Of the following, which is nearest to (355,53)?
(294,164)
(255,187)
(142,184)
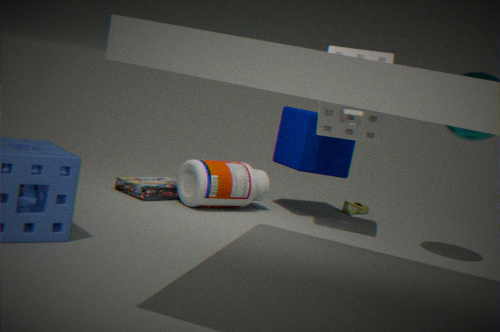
(294,164)
